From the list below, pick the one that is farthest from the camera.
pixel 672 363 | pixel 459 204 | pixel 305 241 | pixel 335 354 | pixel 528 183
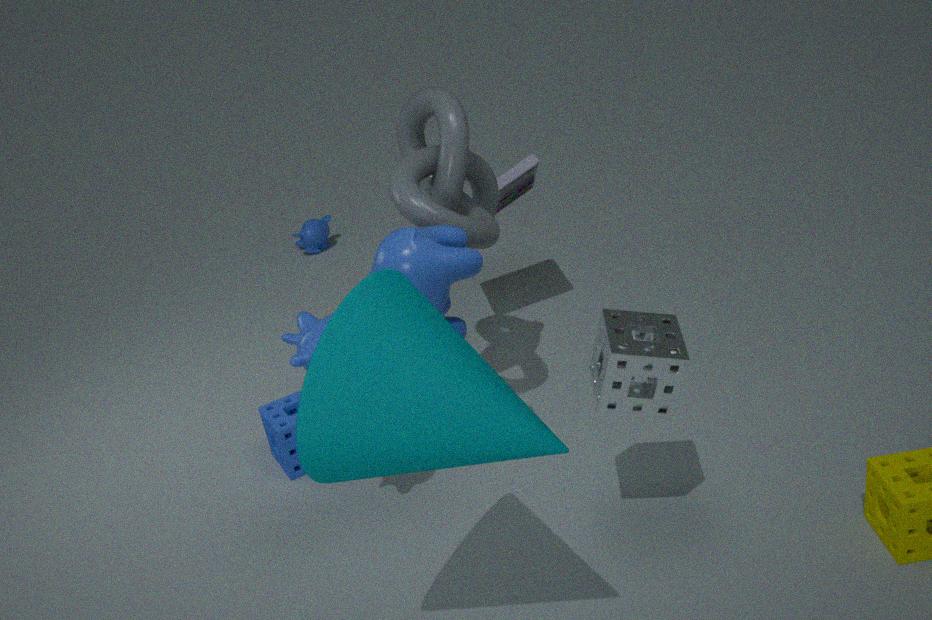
pixel 305 241
